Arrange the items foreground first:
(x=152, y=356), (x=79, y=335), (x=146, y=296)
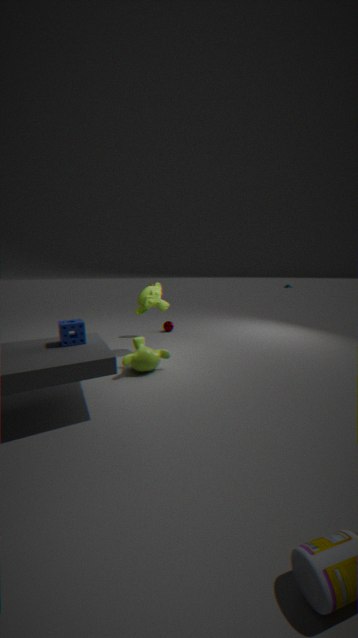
(x=79, y=335) → (x=152, y=356) → (x=146, y=296)
